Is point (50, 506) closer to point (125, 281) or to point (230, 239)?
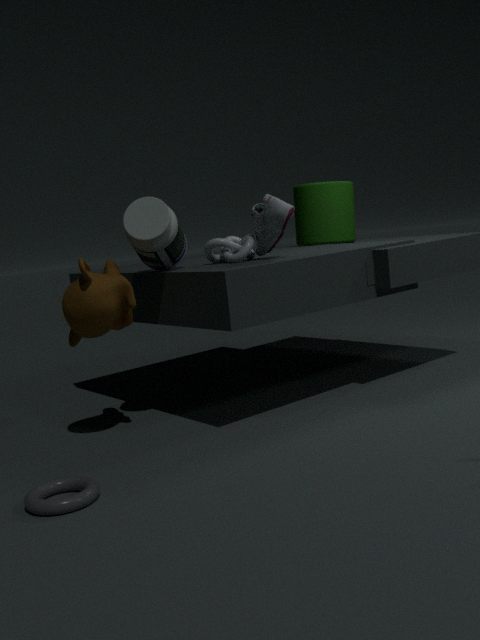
point (125, 281)
